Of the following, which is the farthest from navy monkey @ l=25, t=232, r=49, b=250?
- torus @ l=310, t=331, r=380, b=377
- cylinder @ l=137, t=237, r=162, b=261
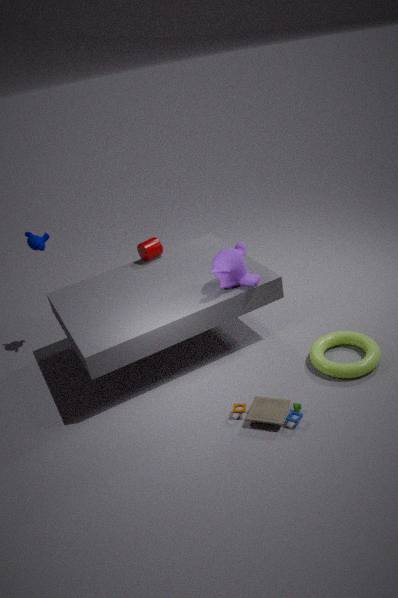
torus @ l=310, t=331, r=380, b=377
